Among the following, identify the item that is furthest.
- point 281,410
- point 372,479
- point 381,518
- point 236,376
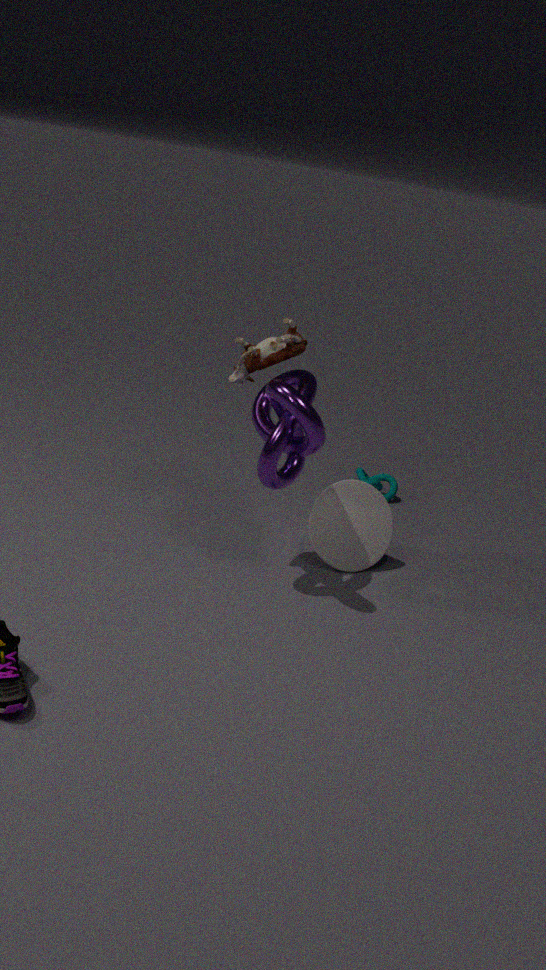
point 372,479
